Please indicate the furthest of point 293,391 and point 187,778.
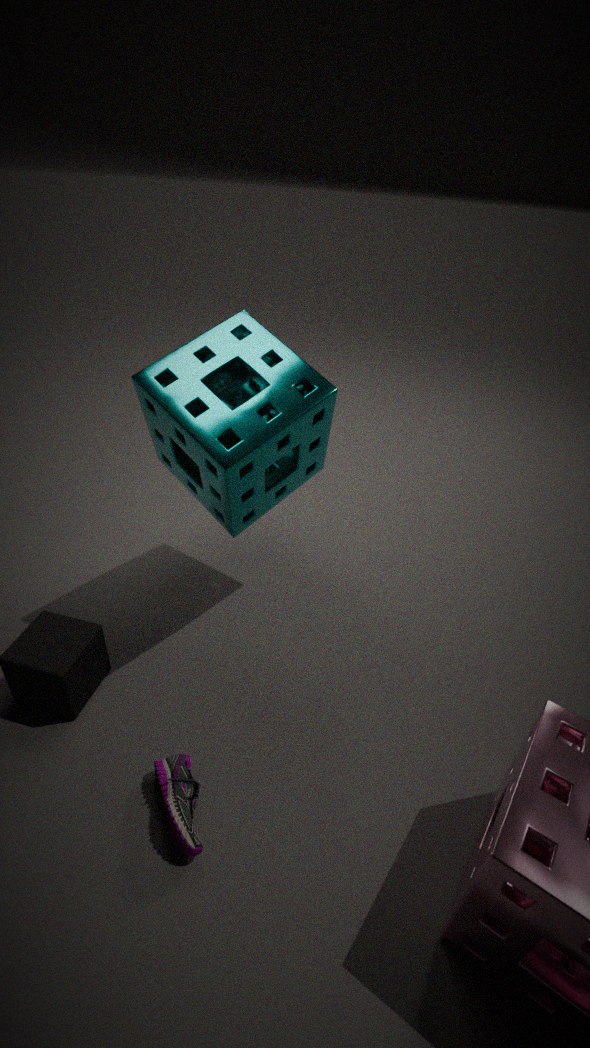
point 293,391
